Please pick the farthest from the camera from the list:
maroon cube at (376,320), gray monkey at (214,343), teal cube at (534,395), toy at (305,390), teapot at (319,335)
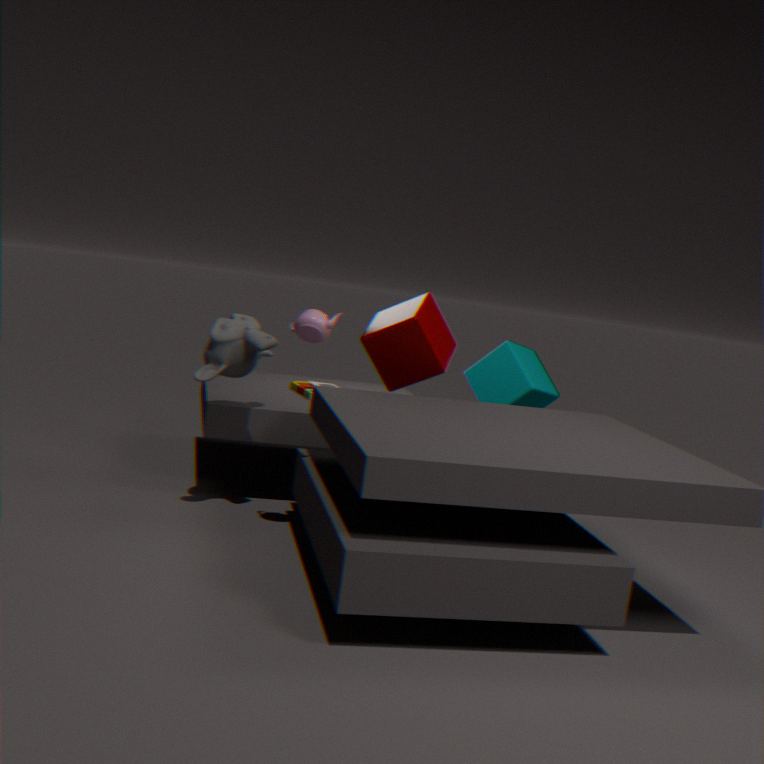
teal cube at (534,395)
